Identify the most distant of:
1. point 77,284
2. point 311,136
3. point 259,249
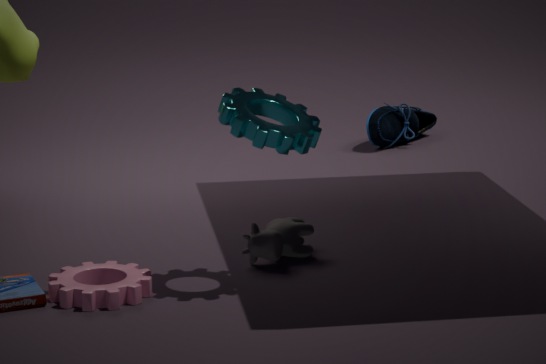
point 259,249
